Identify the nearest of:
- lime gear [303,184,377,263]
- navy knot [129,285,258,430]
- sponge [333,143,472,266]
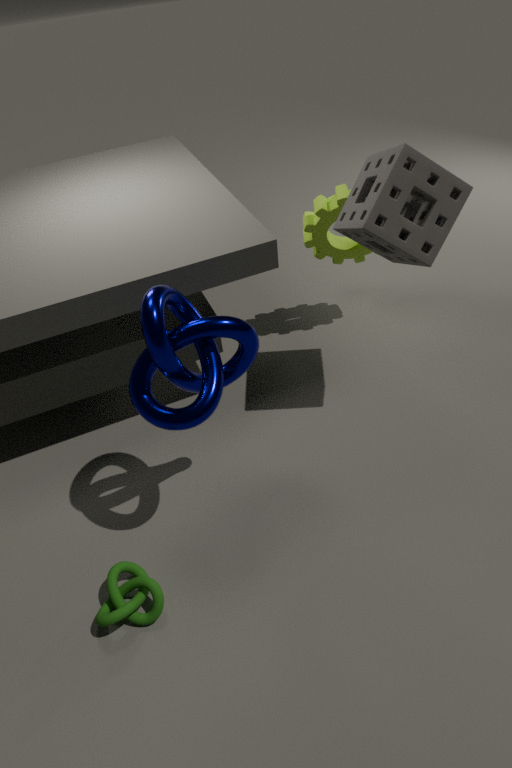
navy knot [129,285,258,430]
